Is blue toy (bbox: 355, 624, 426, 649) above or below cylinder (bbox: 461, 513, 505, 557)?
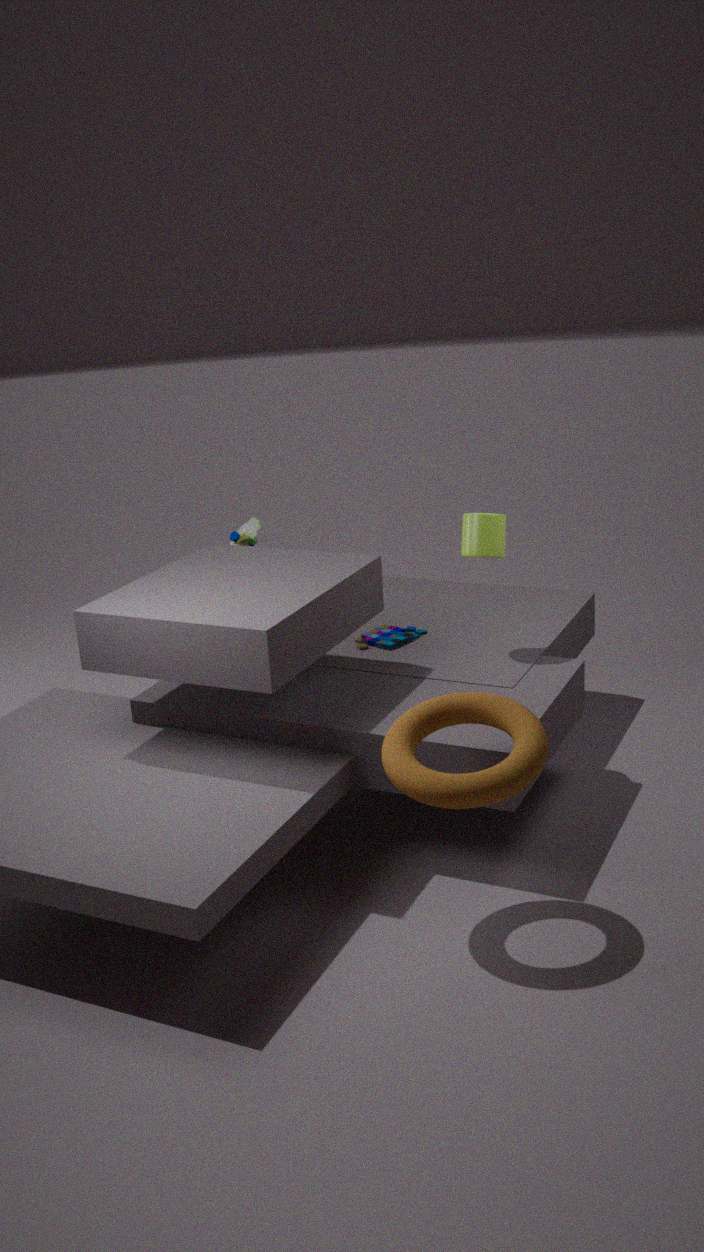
below
